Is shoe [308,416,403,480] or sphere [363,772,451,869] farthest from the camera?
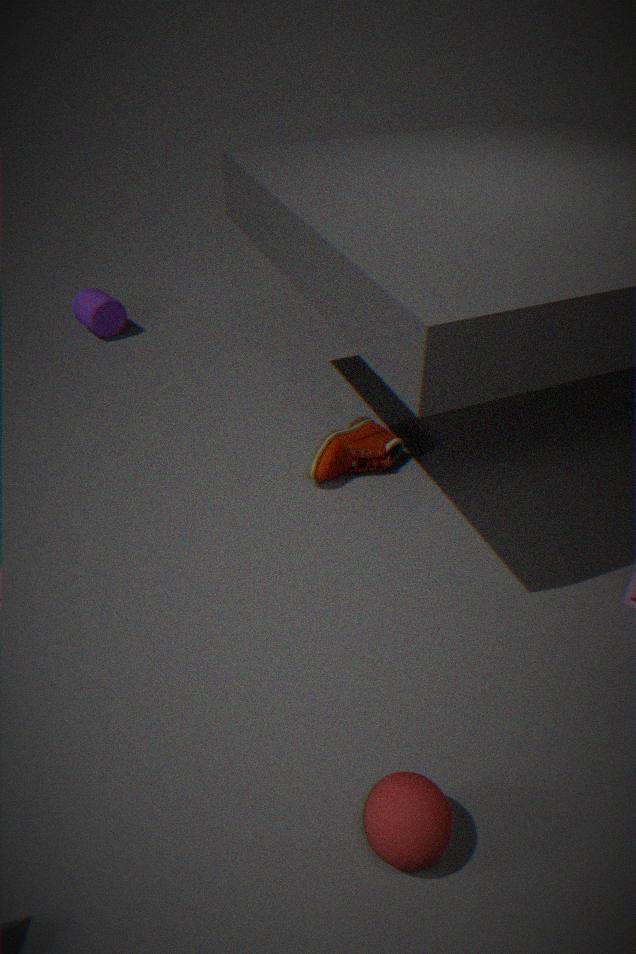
shoe [308,416,403,480]
